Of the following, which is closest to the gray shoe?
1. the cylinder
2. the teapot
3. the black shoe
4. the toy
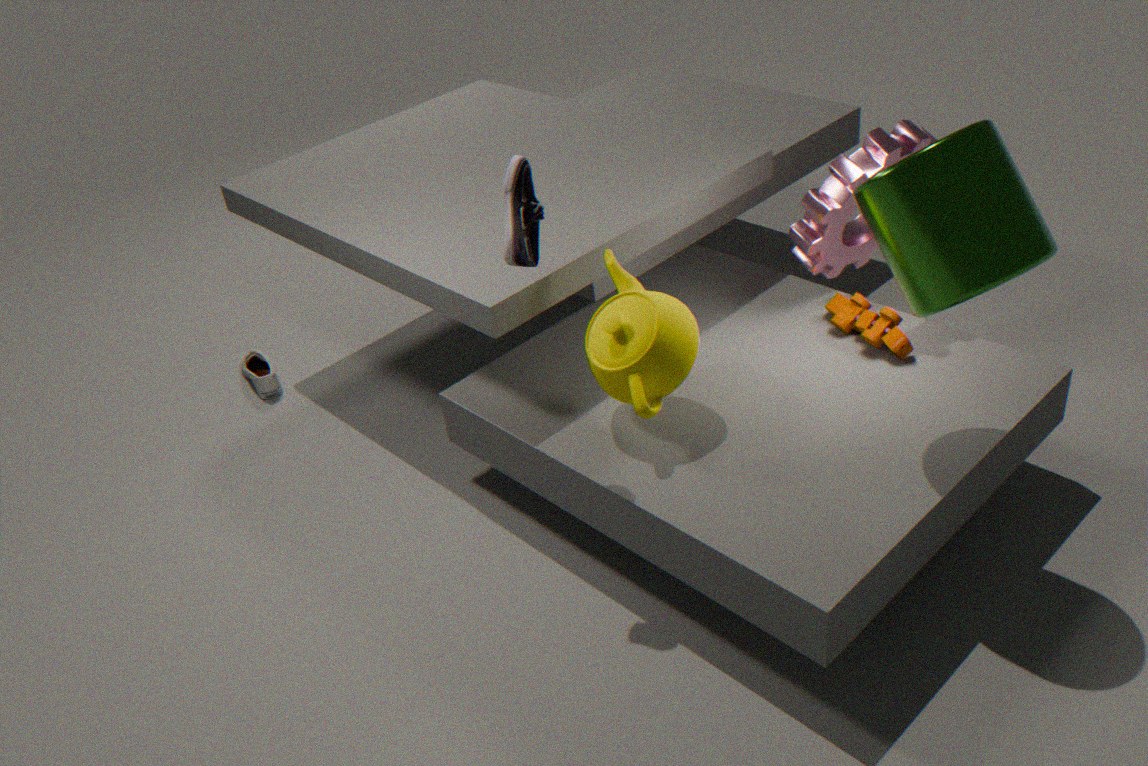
the teapot
